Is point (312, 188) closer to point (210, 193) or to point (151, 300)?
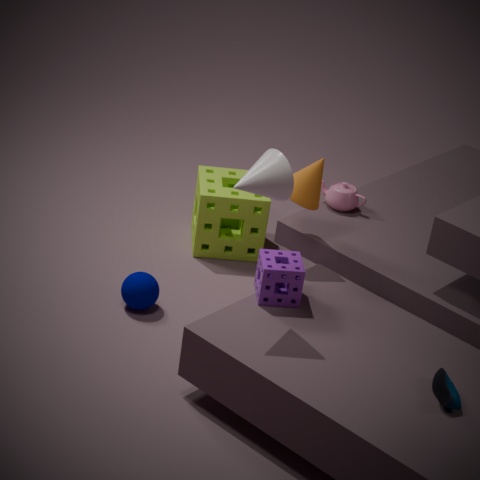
point (210, 193)
